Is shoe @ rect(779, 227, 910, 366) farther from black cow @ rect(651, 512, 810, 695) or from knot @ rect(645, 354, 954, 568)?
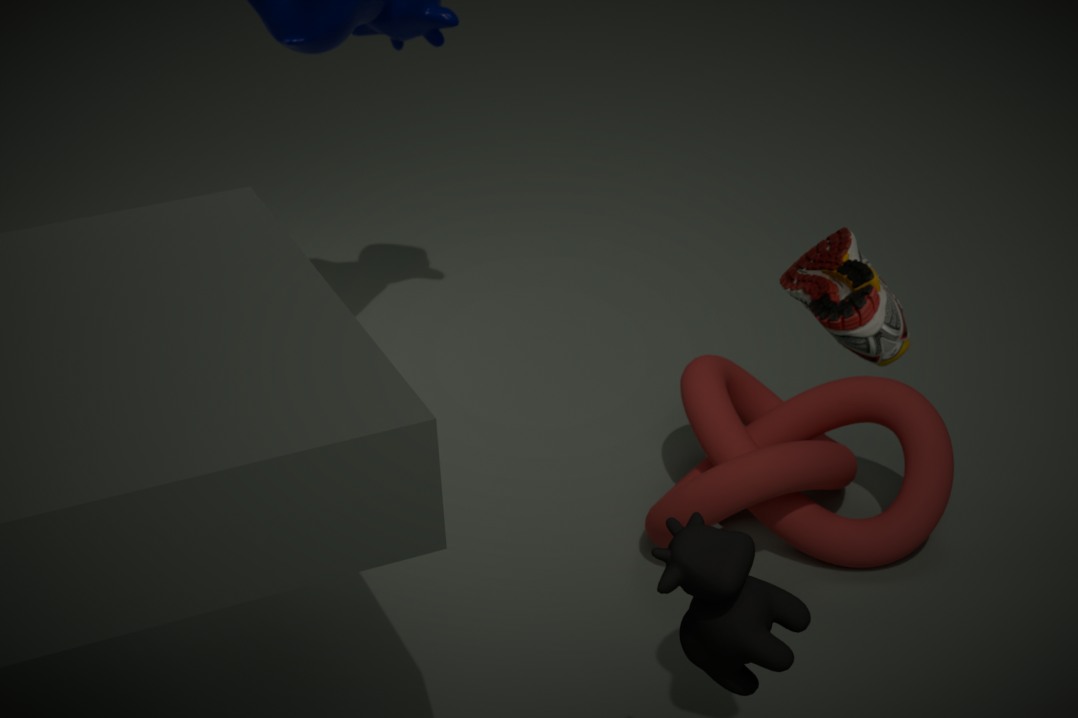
knot @ rect(645, 354, 954, 568)
